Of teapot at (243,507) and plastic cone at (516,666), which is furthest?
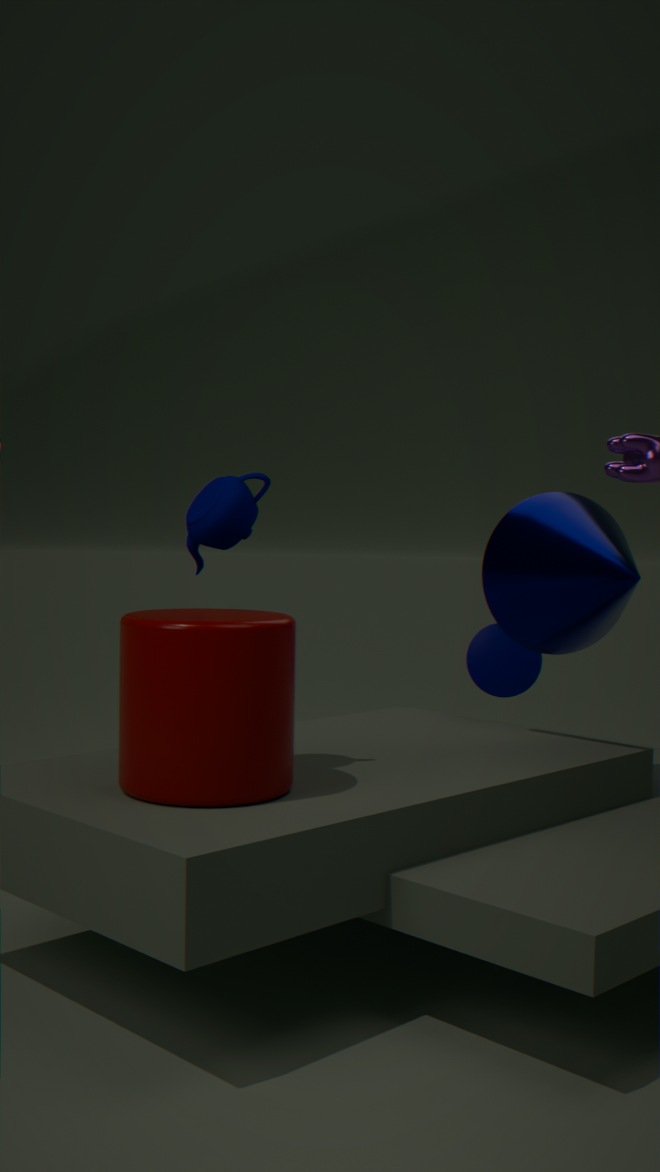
plastic cone at (516,666)
